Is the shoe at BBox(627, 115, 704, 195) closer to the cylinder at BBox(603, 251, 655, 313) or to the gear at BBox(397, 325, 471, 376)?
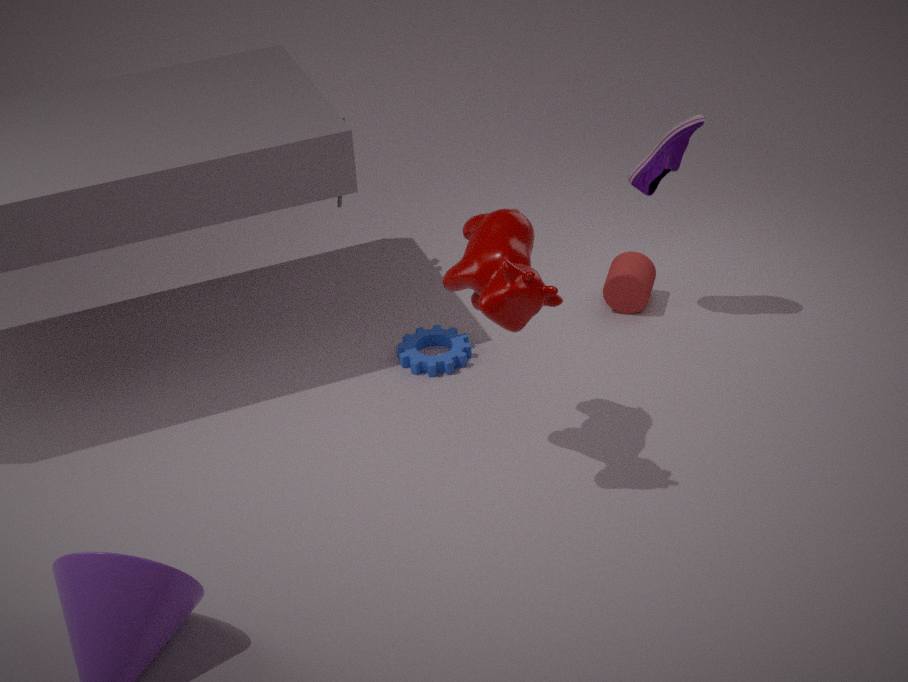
the cylinder at BBox(603, 251, 655, 313)
